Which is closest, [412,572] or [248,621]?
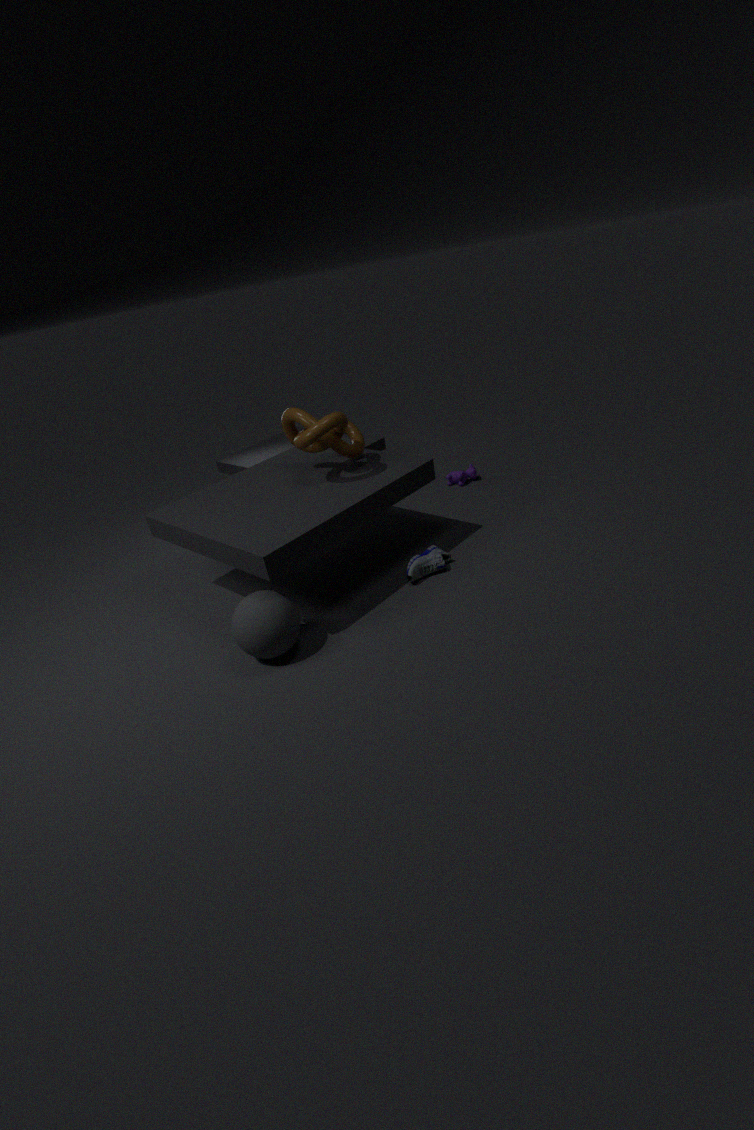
[248,621]
